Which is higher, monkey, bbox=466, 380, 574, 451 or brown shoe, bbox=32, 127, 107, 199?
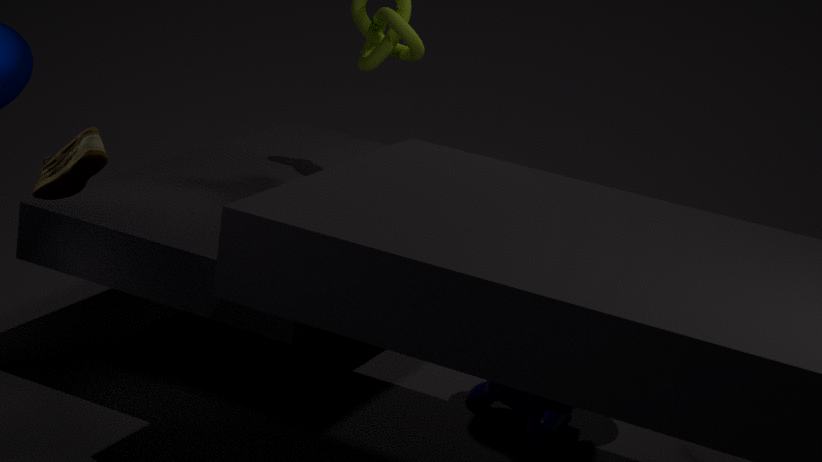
brown shoe, bbox=32, 127, 107, 199
